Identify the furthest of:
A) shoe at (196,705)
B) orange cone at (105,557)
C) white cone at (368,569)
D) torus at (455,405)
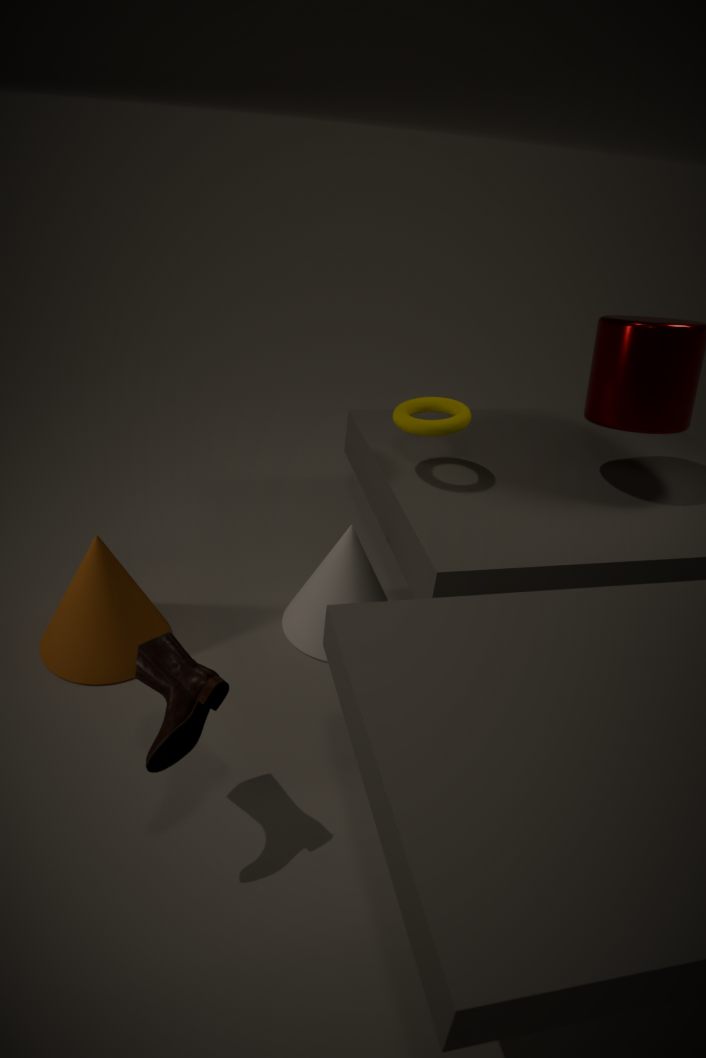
white cone at (368,569)
